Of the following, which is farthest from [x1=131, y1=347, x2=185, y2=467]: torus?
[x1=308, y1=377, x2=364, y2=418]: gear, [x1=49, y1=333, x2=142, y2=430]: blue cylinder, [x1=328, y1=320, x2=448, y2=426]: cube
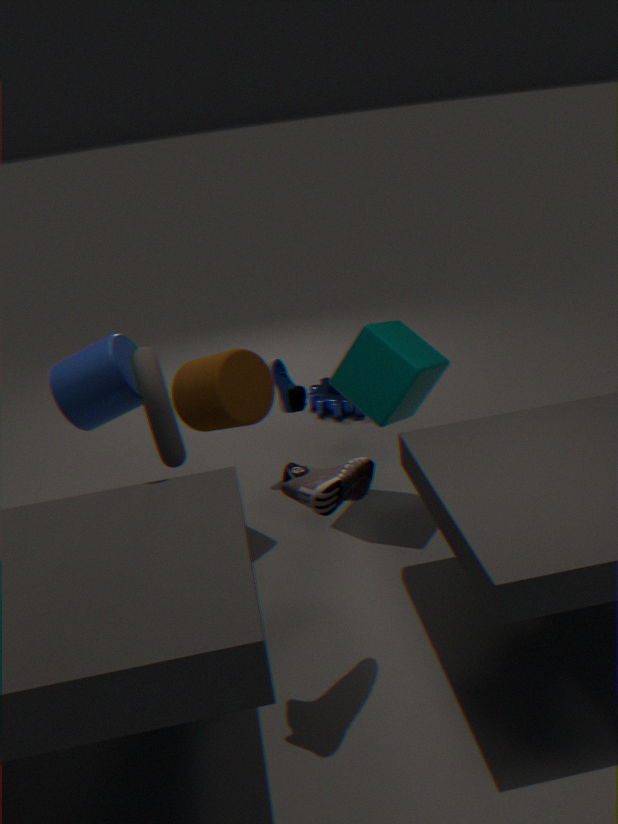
[x1=308, y1=377, x2=364, y2=418]: gear
